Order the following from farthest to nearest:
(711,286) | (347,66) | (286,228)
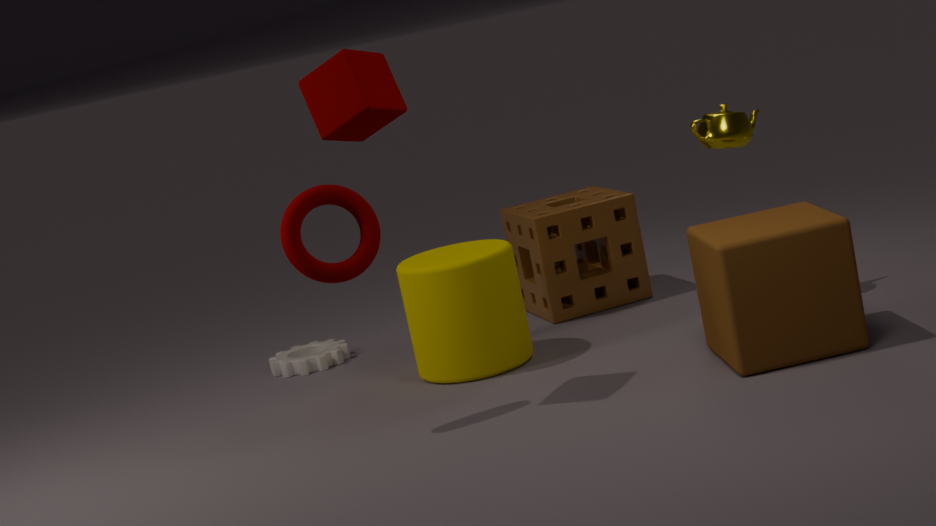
(711,286) → (286,228) → (347,66)
